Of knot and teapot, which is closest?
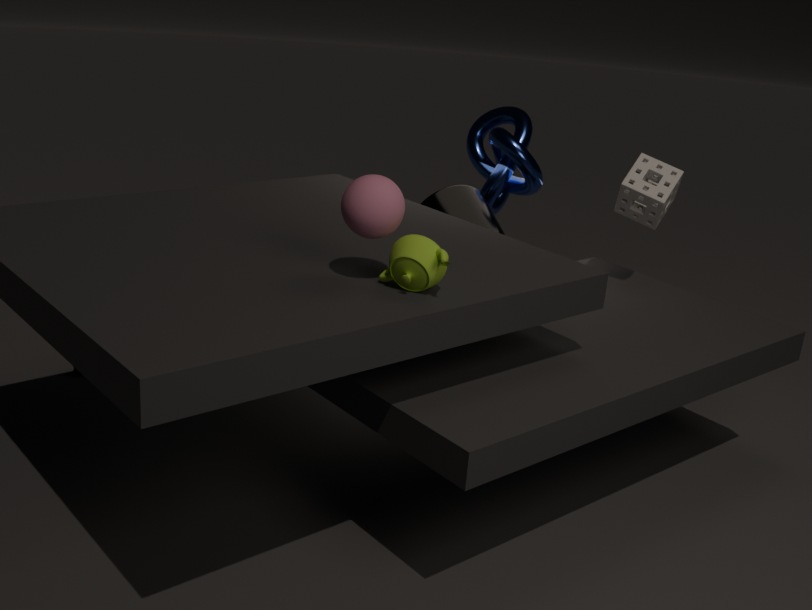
teapot
